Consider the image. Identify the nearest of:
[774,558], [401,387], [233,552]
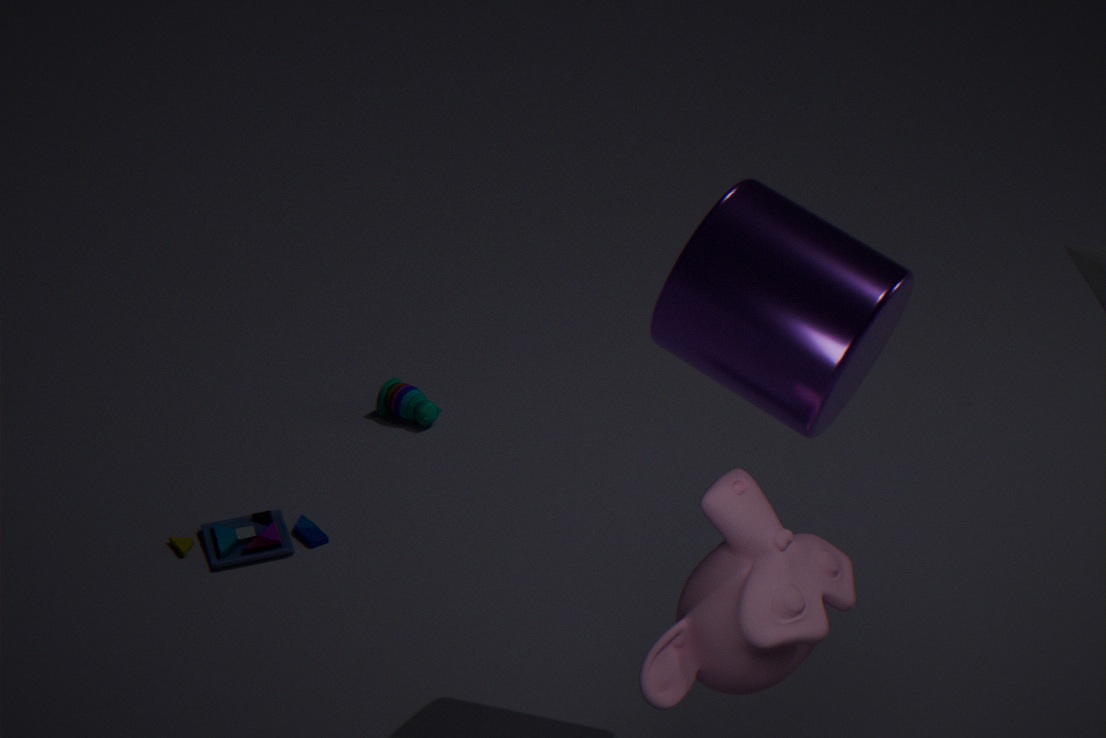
[774,558]
